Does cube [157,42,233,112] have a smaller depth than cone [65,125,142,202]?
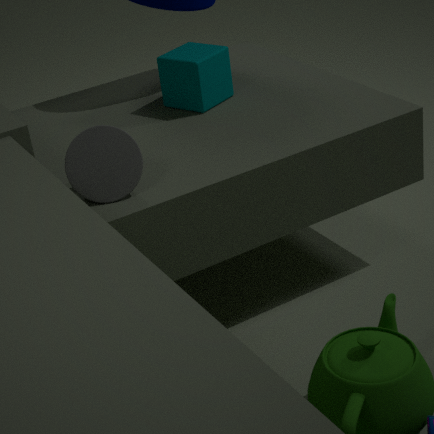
No
